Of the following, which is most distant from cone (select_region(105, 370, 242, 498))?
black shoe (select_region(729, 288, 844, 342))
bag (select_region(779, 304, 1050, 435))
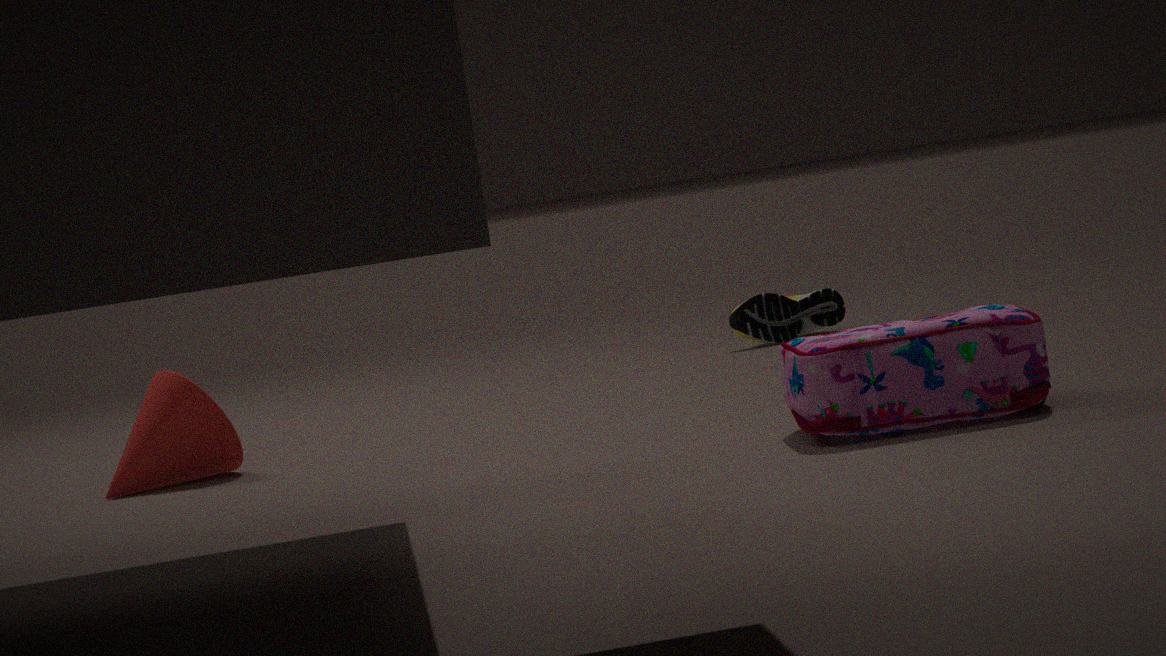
black shoe (select_region(729, 288, 844, 342))
